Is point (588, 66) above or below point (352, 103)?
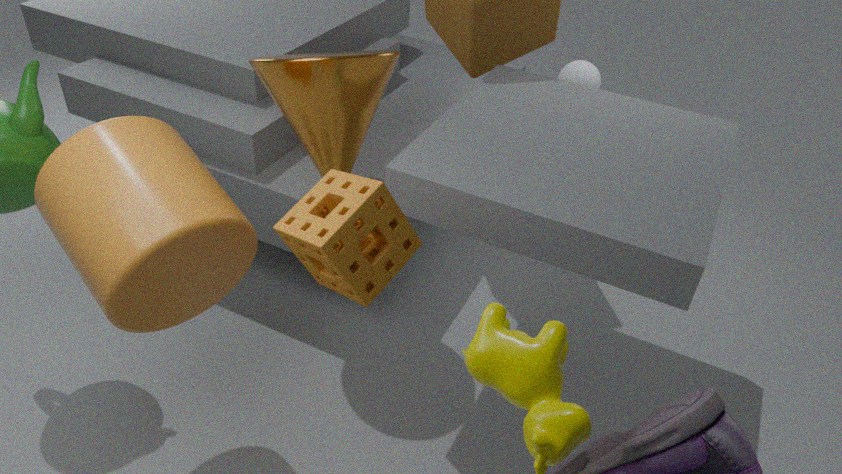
below
